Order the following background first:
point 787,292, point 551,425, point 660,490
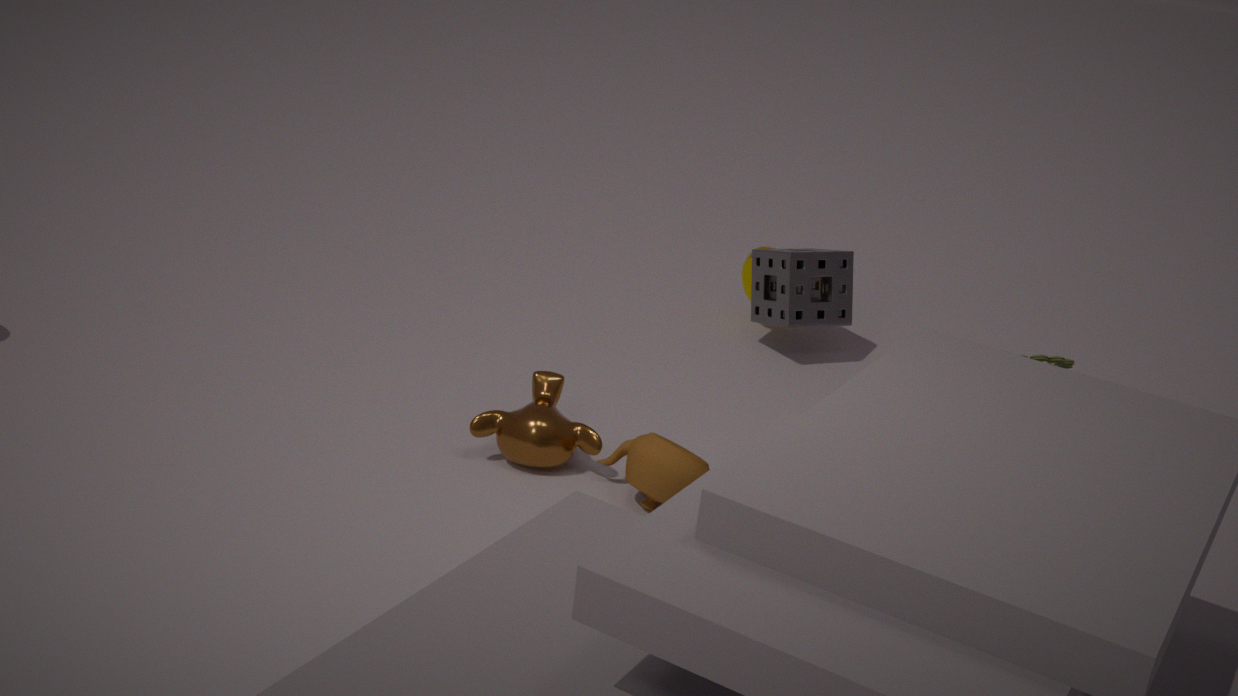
point 787,292 < point 551,425 < point 660,490
